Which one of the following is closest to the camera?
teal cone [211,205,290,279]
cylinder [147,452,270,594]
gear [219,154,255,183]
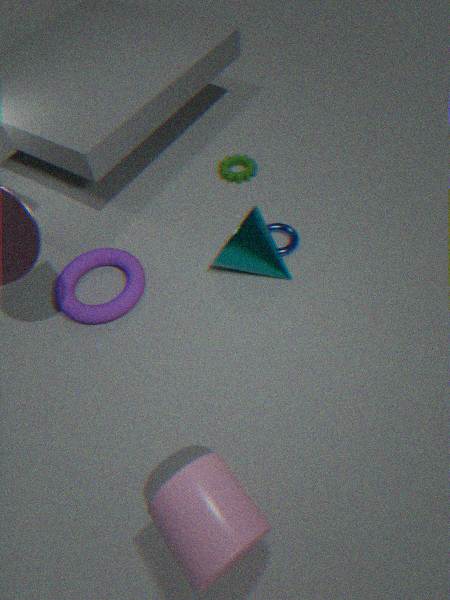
cylinder [147,452,270,594]
